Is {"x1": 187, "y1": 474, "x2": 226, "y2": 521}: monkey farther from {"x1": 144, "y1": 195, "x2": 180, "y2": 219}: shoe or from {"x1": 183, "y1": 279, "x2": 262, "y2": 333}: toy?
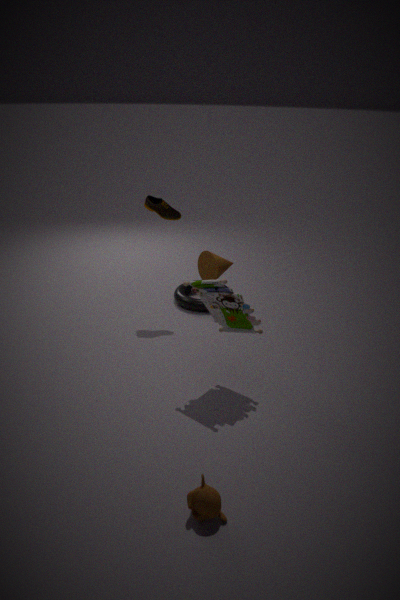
{"x1": 144, "y1": 195, "x2": 180, "y2": 219}: shoe
